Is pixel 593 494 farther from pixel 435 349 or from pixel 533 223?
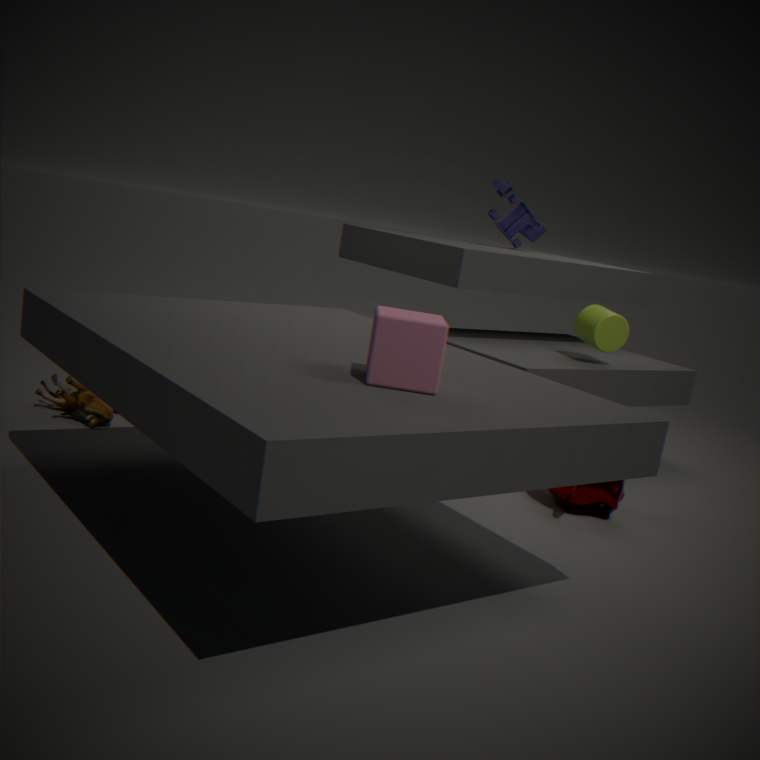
pixel 533 223
